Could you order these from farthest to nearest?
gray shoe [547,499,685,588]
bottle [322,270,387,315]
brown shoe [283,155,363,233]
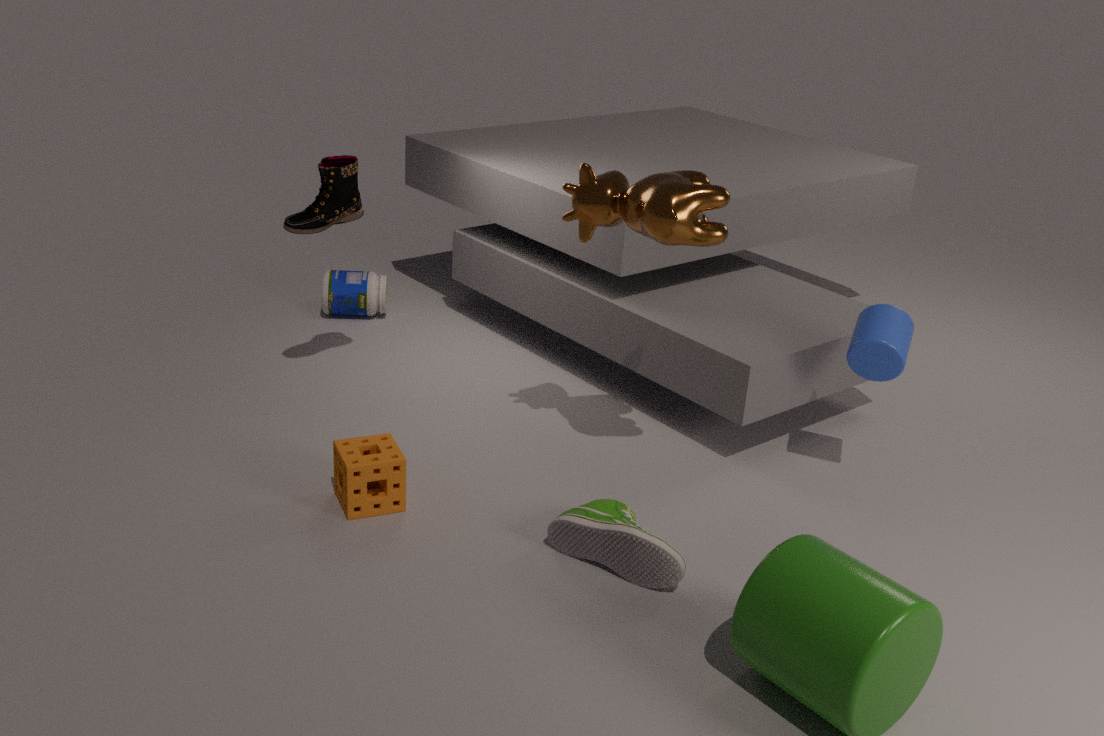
bottle [322,270,387,315] < brown shoe [283,155,363,233] < gray shoe [547,499,685,588]
